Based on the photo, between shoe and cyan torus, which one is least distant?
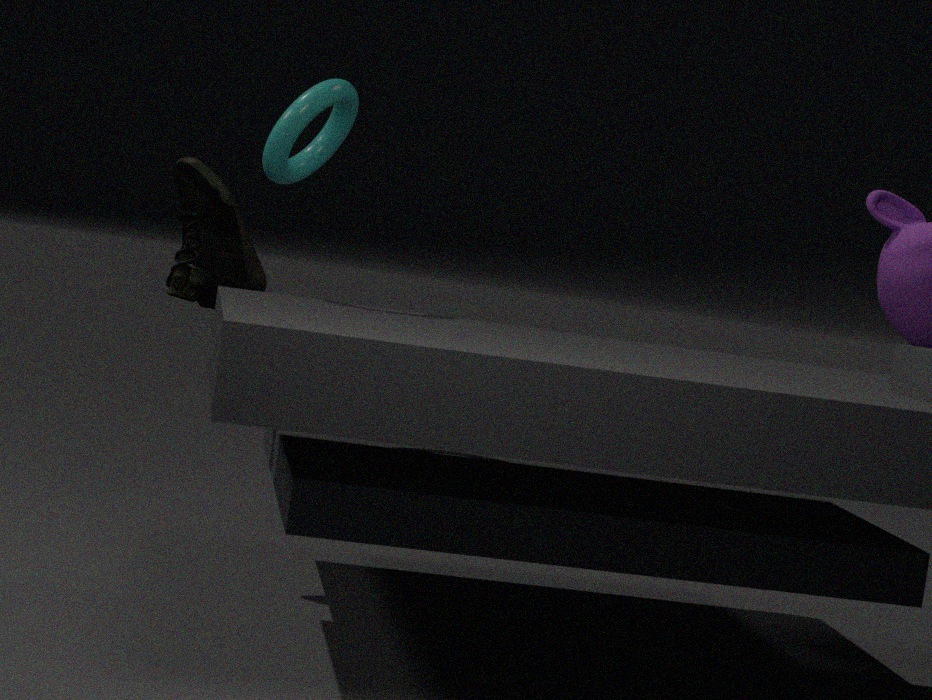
cyan torus
